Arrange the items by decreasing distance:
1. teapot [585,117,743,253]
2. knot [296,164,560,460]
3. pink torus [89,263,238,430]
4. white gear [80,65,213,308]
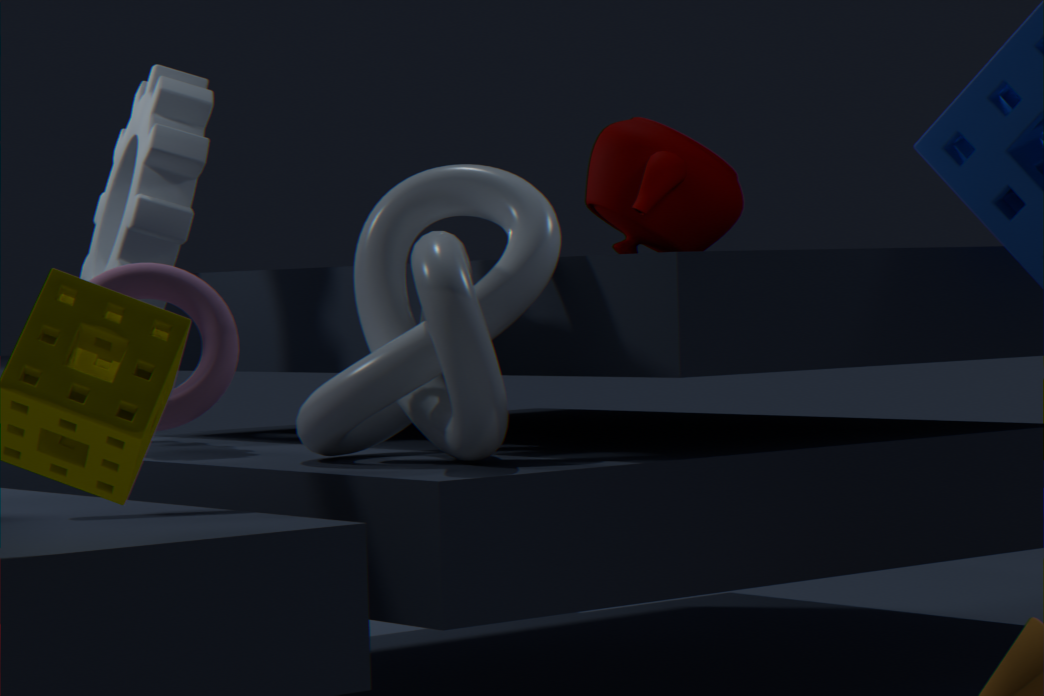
teapot [585,117,743,253] → white gear [80,65,213,308] → knot [296,164,560,460] → pink torus [89,263,238,430]
